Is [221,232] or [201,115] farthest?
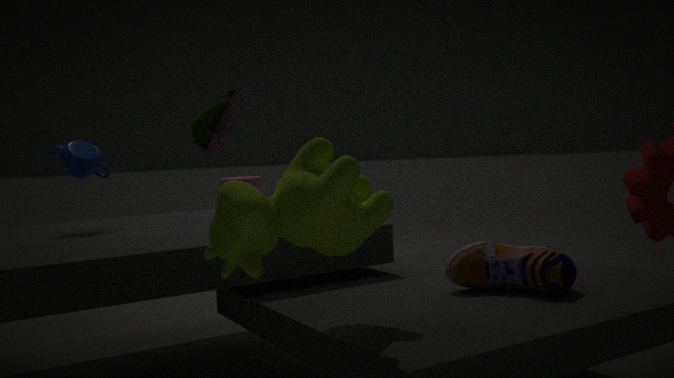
[201,115]
